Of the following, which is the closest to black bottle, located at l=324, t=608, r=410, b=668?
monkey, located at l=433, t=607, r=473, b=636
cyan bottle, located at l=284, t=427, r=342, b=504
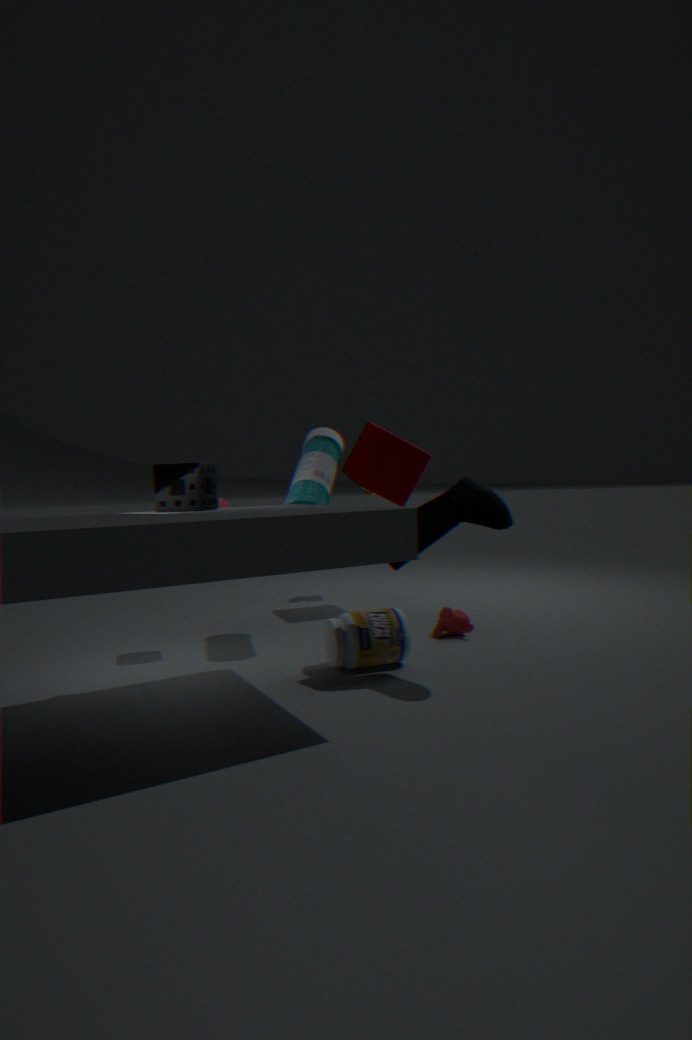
monkey, located at l=433, t=607, r=473, b=636
